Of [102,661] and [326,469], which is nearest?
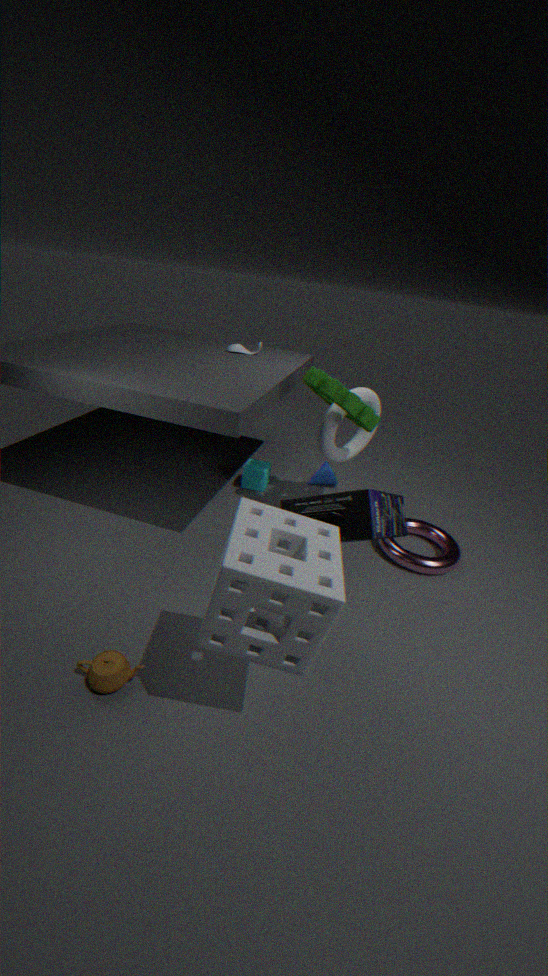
[102,661]
